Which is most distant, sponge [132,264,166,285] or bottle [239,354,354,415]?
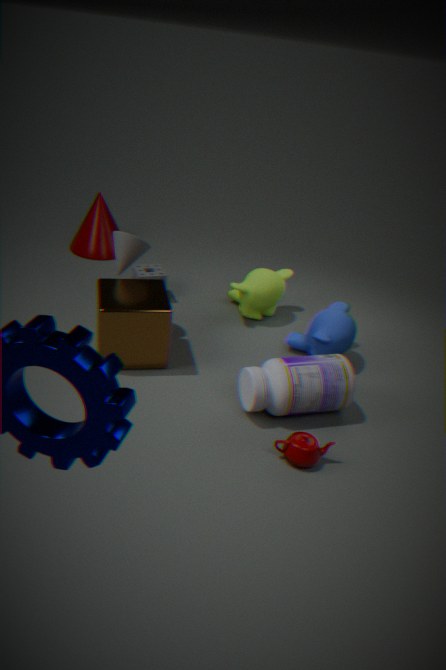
sponge [132,264,166,285]
